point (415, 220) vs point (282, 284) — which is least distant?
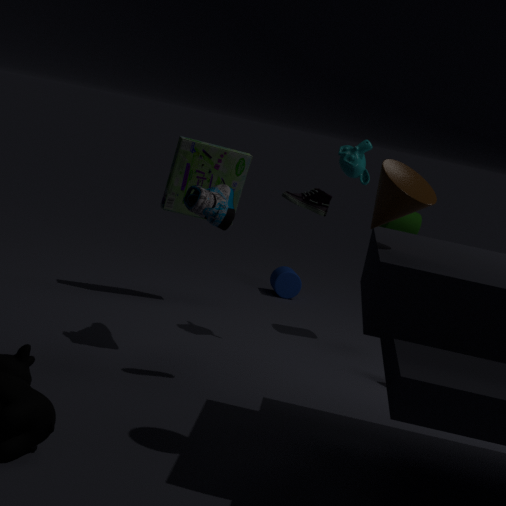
point (415, 220)
